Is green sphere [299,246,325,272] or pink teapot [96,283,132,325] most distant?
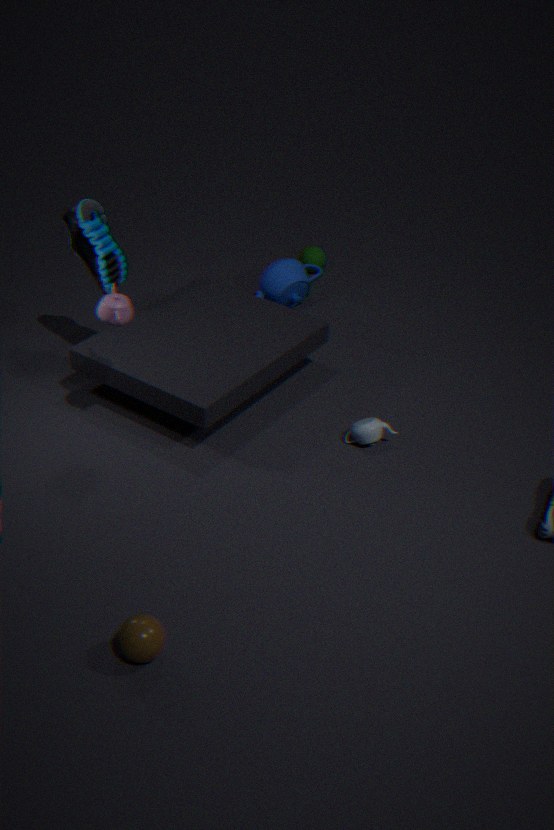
green sphere [299,246,325,272]
